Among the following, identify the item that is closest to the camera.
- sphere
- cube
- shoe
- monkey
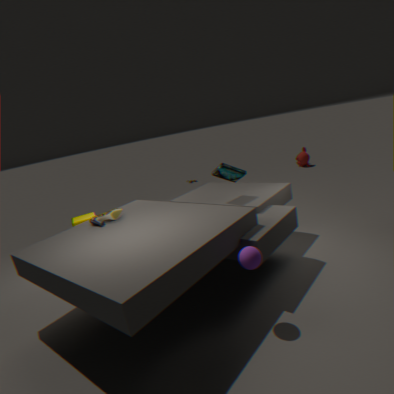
sphere
